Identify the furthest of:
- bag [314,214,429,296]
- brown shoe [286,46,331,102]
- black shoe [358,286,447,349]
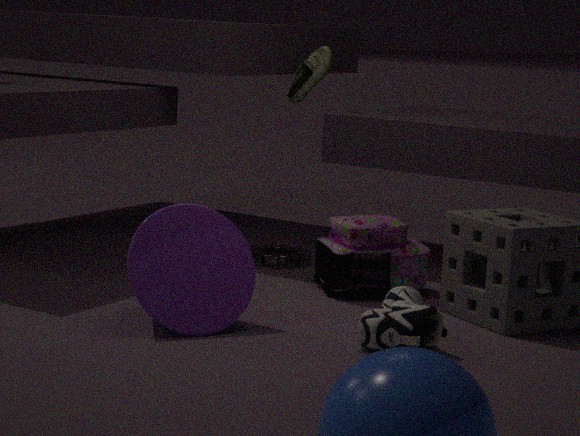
brown shoe [286,46,331,102]
